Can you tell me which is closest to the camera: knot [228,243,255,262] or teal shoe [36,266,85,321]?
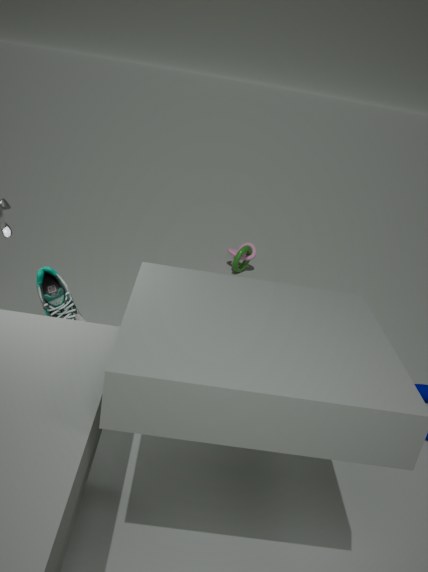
teal shoe [36,266,85,321]
